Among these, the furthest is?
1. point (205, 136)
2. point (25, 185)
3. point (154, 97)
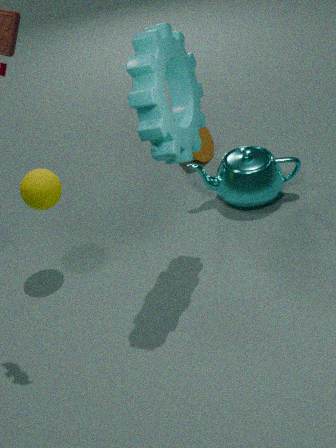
point (205, 136)
